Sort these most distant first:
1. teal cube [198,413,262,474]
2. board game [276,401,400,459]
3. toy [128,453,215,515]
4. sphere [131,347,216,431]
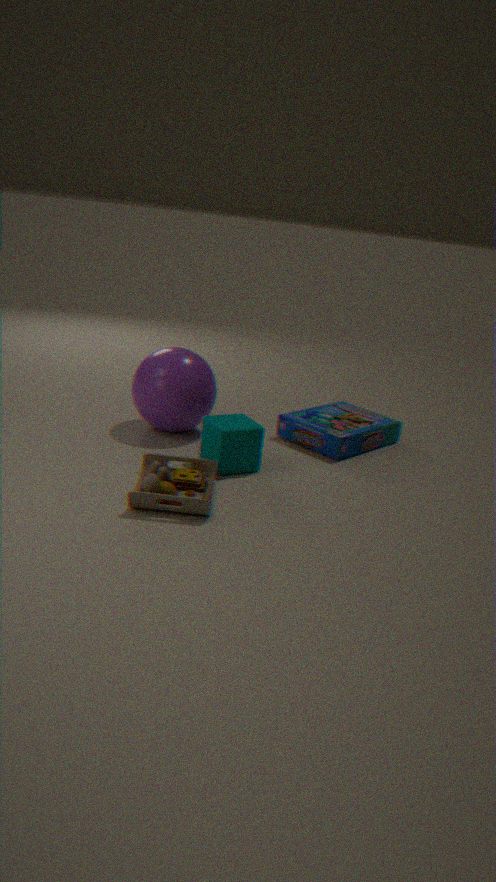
board game [276,401,400,459], sphere [131,347,216,431], teal cube [198,413,262,474], toy [128,453,215,515]
